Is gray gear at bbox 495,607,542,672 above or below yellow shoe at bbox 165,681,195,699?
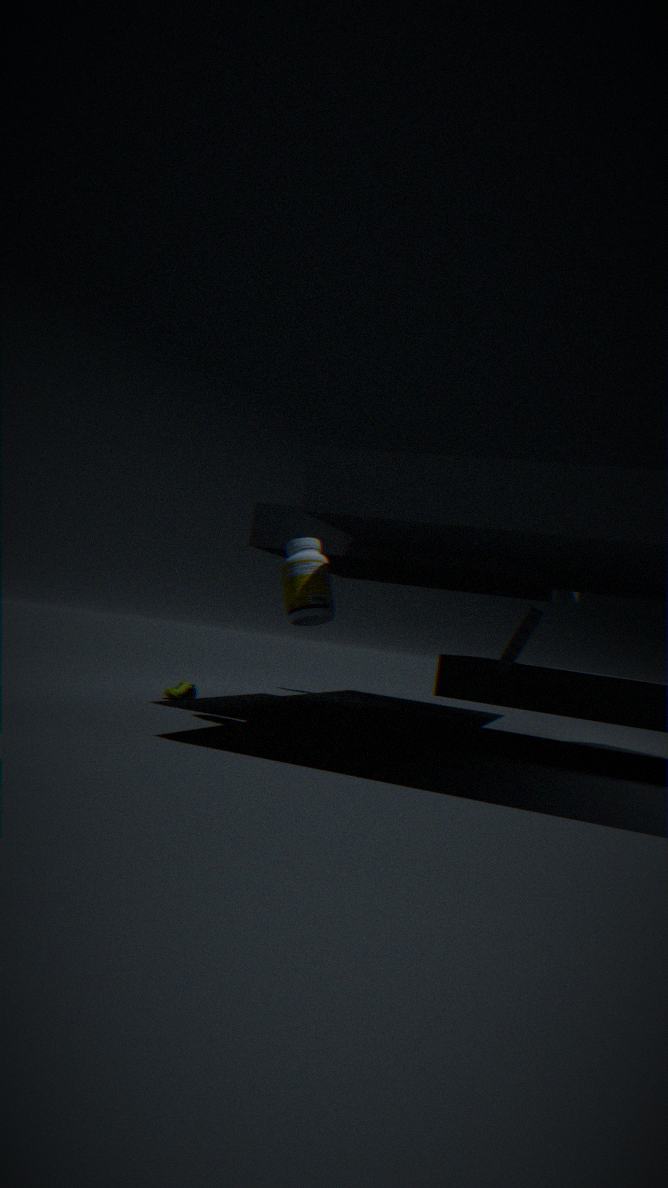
above
